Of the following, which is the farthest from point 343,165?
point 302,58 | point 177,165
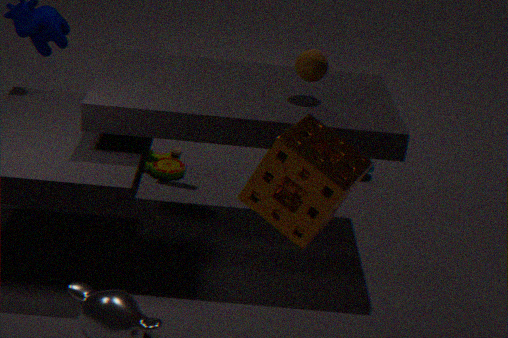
point 177,165
